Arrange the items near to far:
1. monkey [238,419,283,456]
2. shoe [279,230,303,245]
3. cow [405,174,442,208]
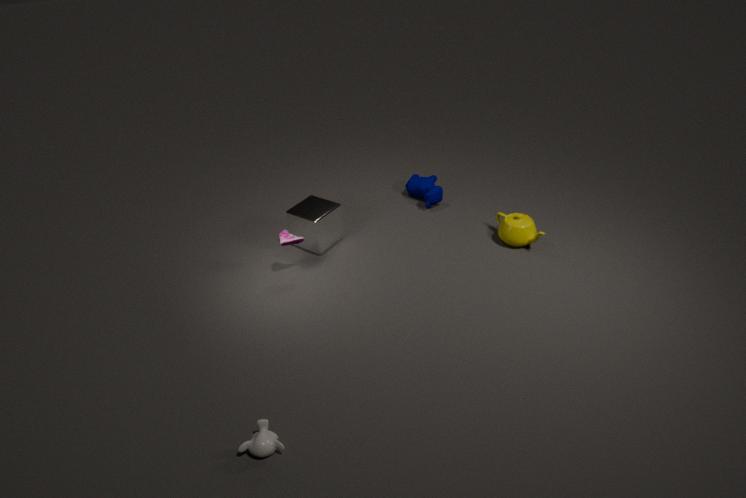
monkey [238,419,283,456] < shoe [279,230,303,245] < cow [405,174,442,208]
